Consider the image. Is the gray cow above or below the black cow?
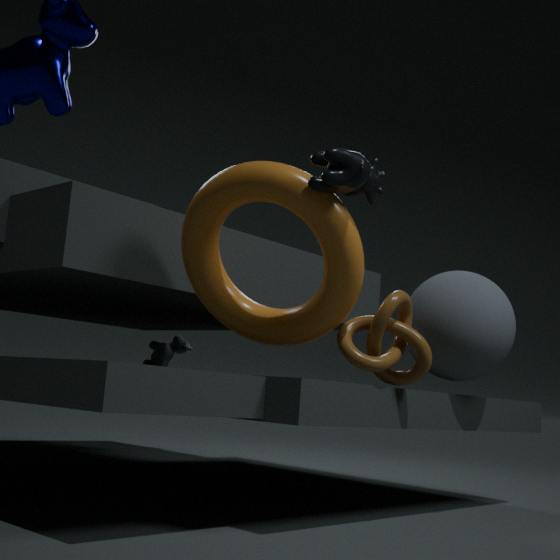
below
